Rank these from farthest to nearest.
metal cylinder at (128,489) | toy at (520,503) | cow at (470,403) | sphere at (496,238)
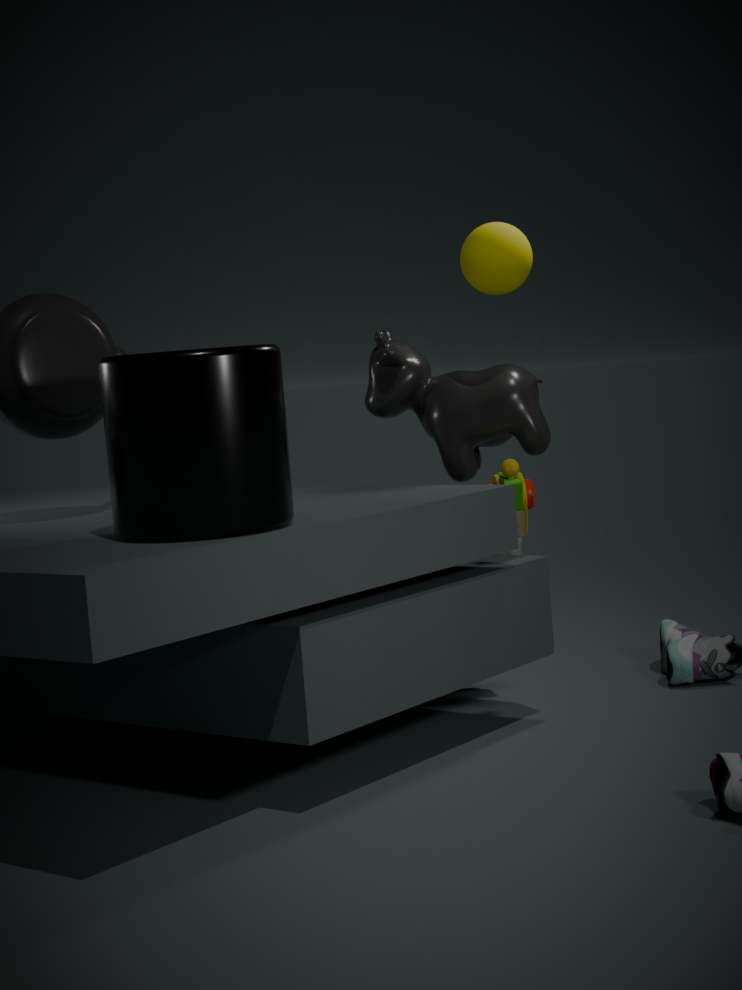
cow at (470,403) → sphere at (496,238) → toy at (520,503) → metal cylinder at (128,489)
